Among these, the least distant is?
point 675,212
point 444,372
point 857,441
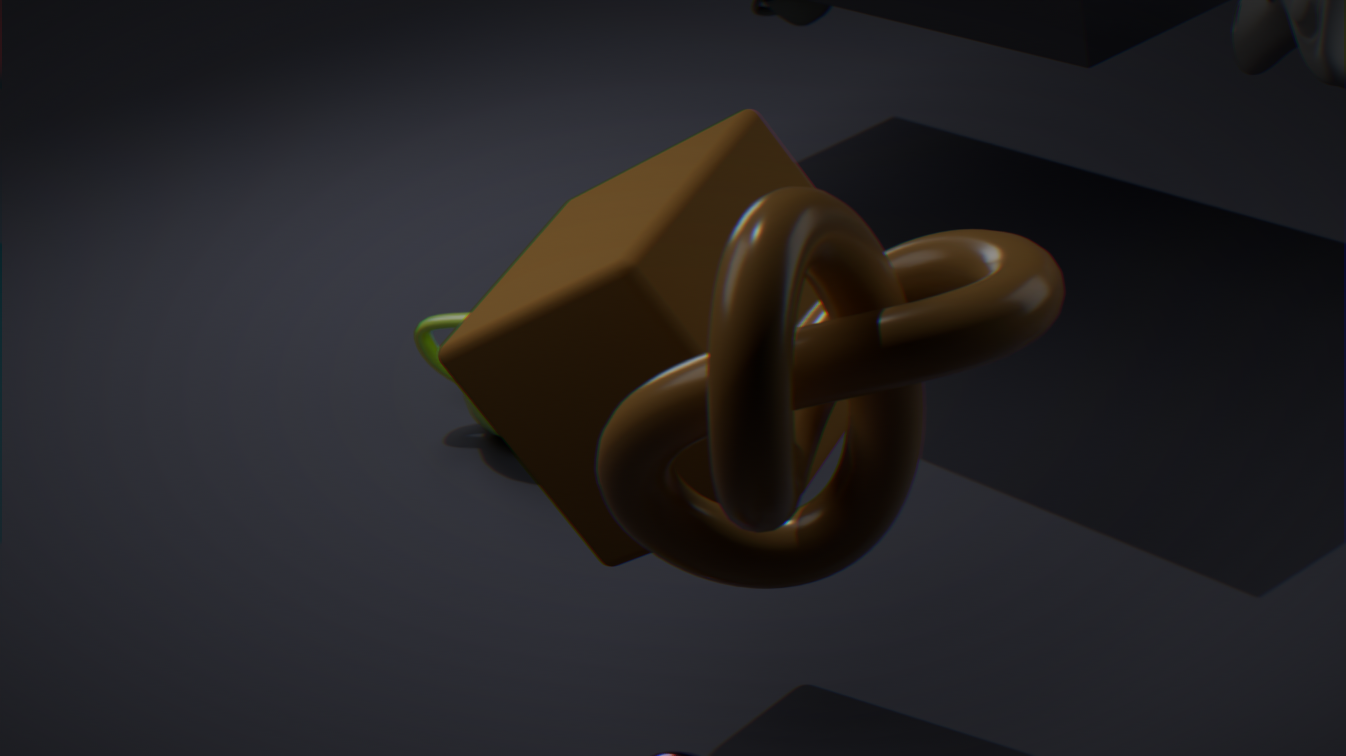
point 857,441
